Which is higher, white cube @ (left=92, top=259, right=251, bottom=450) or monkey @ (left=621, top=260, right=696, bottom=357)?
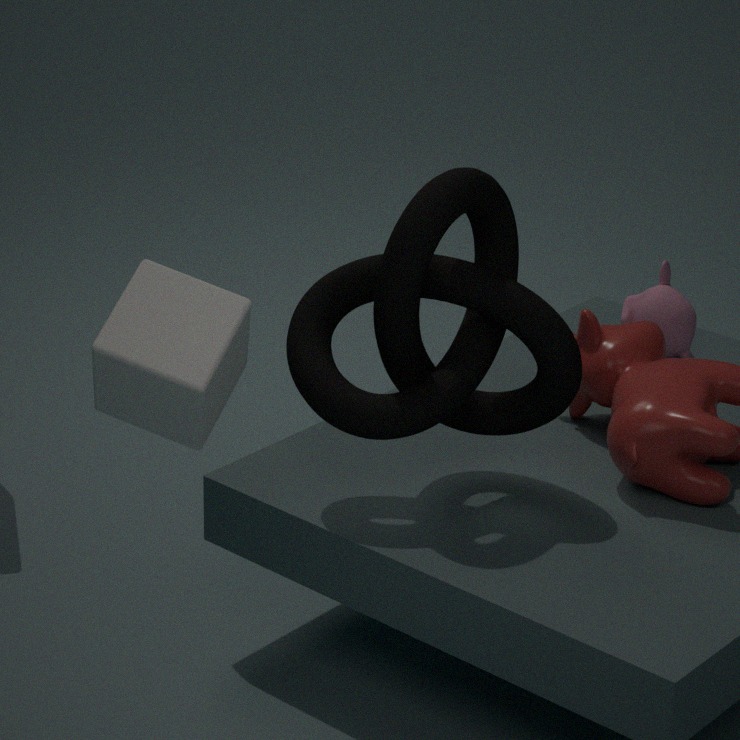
white cube @ (left=92, top=259, right=251, bottom=450)
